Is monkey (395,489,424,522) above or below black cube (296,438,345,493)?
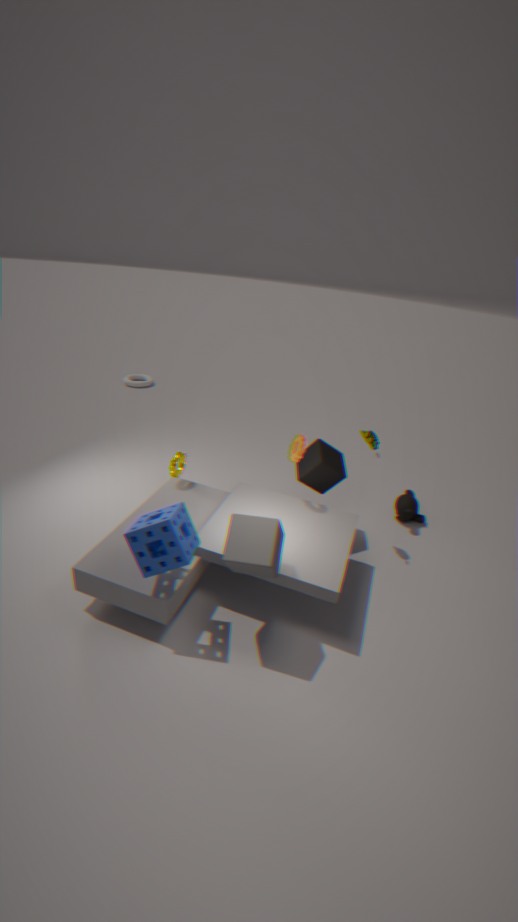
below
